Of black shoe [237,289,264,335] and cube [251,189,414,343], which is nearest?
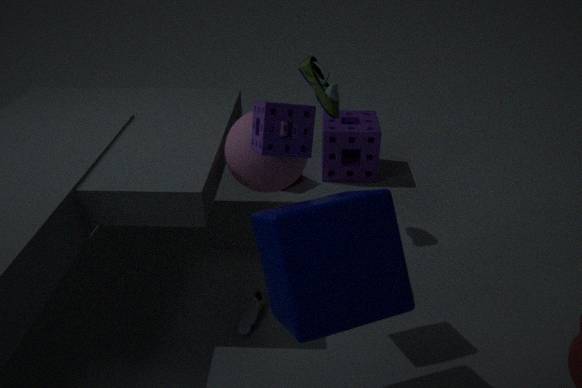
cube [251,189,414,343]
